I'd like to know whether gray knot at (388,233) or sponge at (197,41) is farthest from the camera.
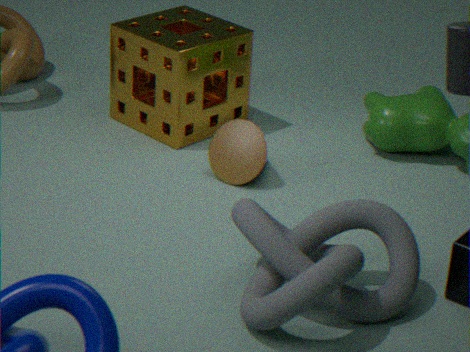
sponge at (197,41)
